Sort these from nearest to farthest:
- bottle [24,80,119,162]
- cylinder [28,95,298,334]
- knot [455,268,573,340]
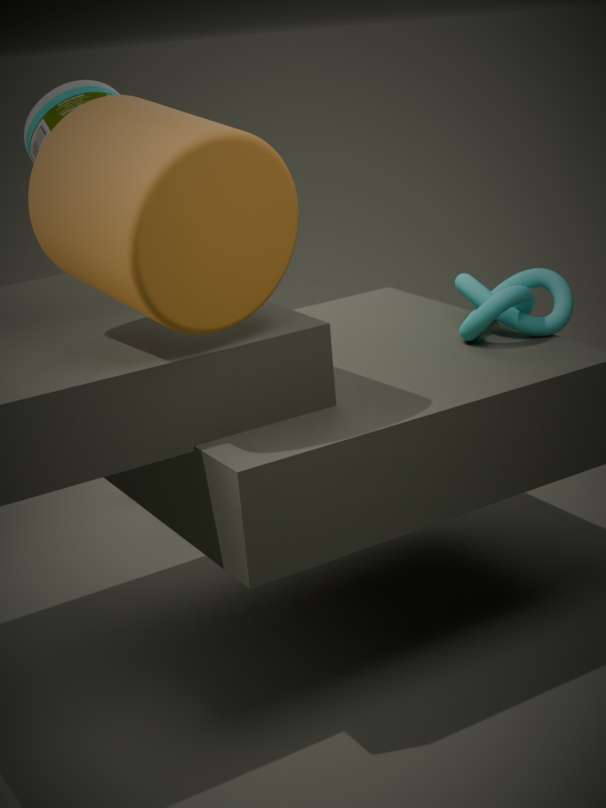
cylinder [28,95,298,334]
knot [455,268,573,340]
bottle [24,80,119,162]
